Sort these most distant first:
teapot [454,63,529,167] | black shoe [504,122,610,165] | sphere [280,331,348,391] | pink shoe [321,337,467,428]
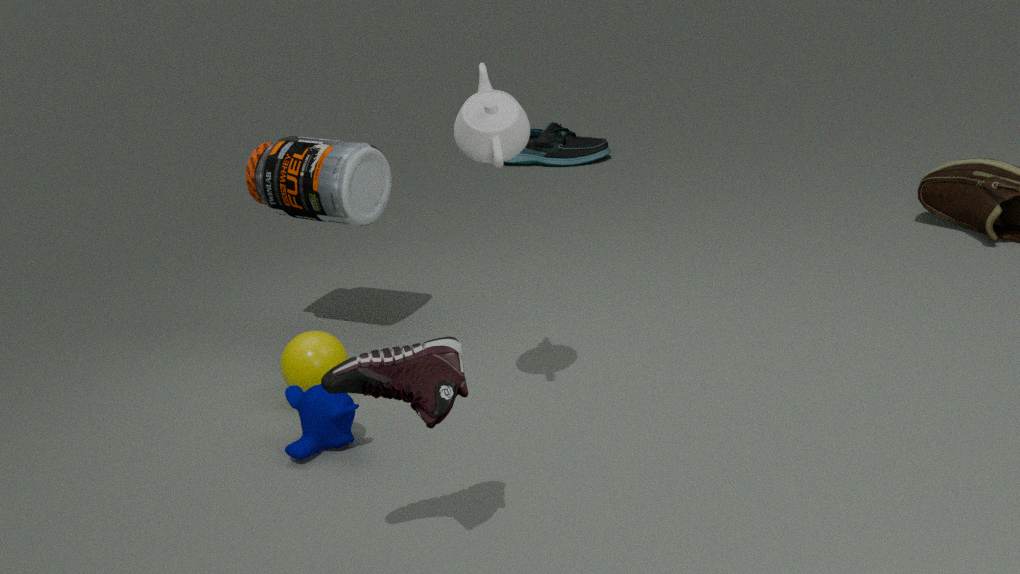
1. black shoe [504,122,610,165]
2. sphere [280,331,348,391]
3. teapot [454,63,529,167]
4. pink shoe [321,337,467,428]
